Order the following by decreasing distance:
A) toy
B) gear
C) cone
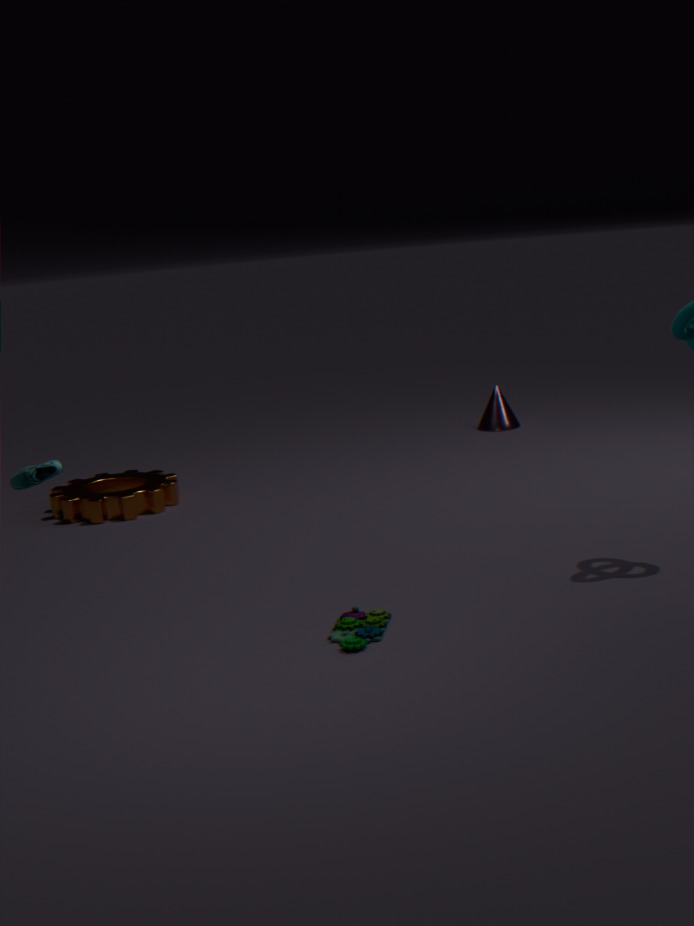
cone, gear, toy
